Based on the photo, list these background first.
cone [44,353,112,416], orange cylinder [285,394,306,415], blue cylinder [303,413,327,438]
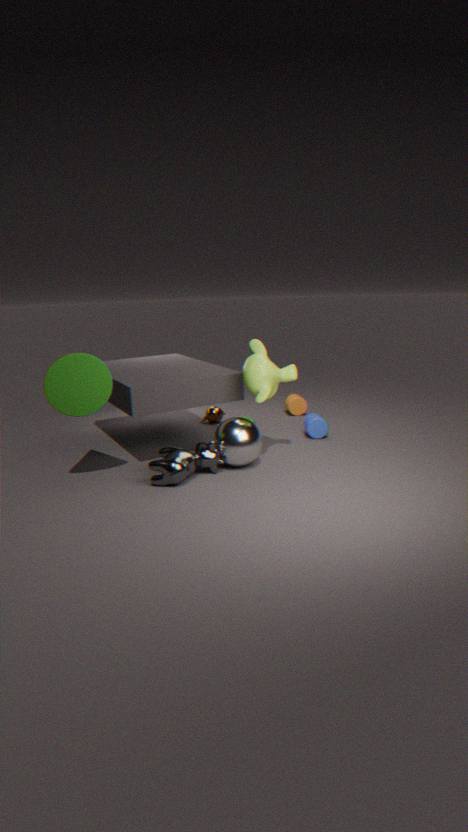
orange cylinder [285,394,306,415], blue cylinder [303,413,327,438], cone [44,353,112,416]
